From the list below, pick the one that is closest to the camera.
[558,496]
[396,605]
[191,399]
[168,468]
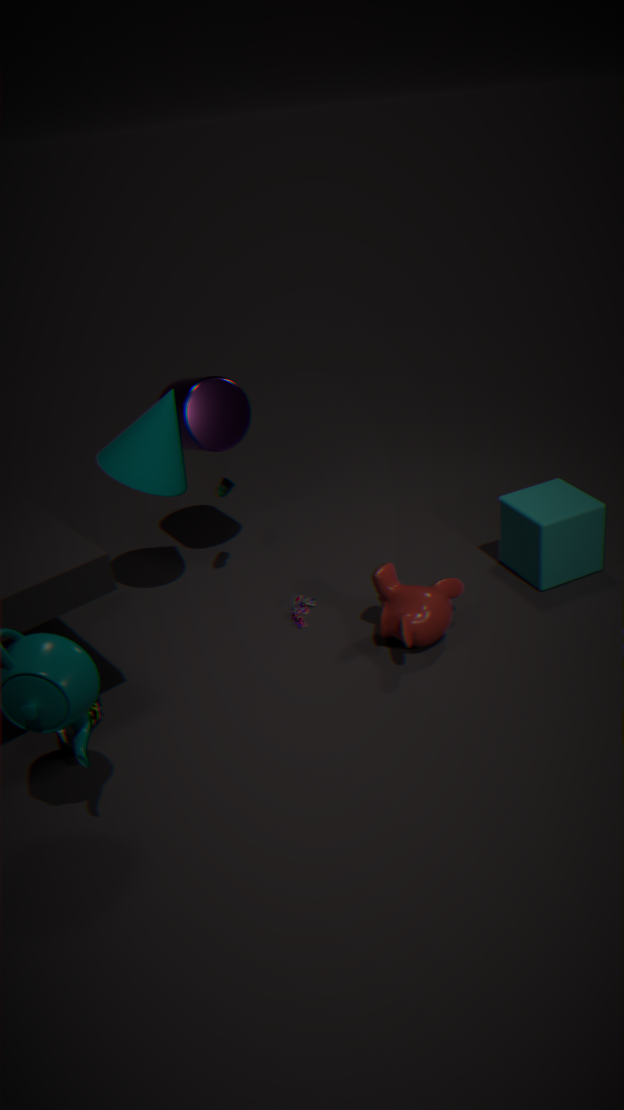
[396,605]
